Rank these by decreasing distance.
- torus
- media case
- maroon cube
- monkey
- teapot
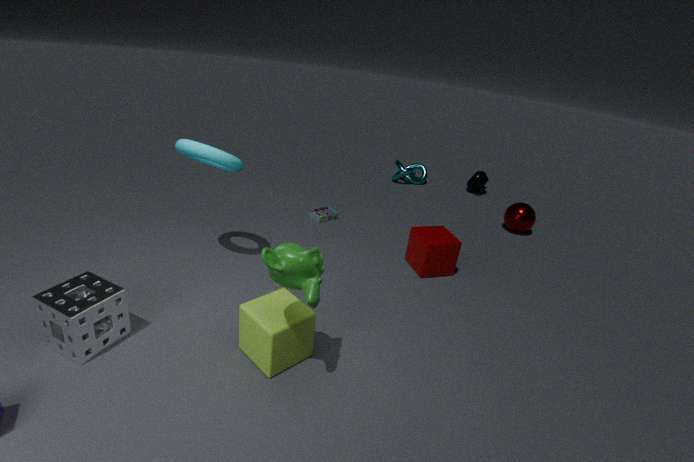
teapot → media case → maroon cube → torus → monkey
